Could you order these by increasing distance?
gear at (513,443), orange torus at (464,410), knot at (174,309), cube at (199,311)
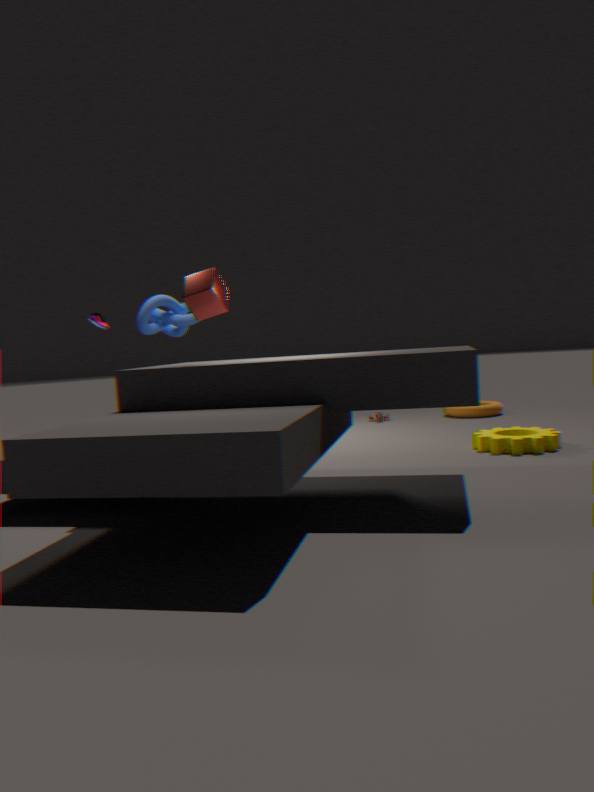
1. cube at (199,311)
2. gear at (513,443)
3. knot at (174,309)
4. orange torus at (464,410)
